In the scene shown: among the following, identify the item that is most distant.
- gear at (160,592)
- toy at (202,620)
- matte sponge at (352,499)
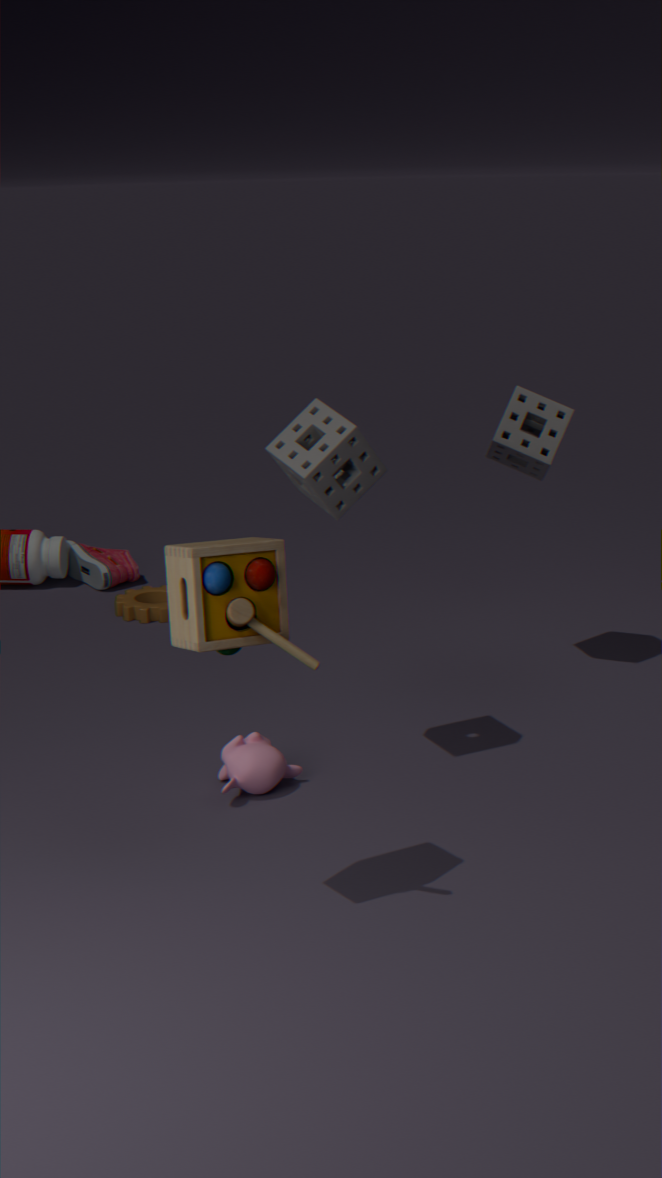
gear at (160,592)
